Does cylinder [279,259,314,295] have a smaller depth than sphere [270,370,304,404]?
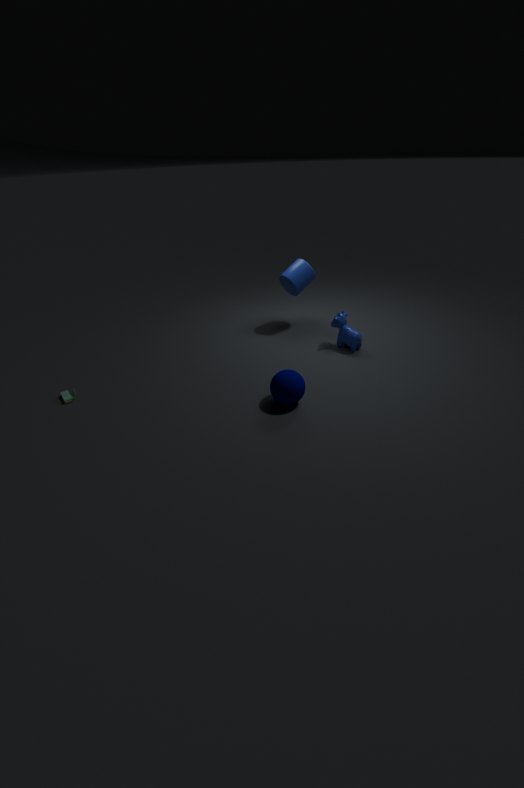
No
